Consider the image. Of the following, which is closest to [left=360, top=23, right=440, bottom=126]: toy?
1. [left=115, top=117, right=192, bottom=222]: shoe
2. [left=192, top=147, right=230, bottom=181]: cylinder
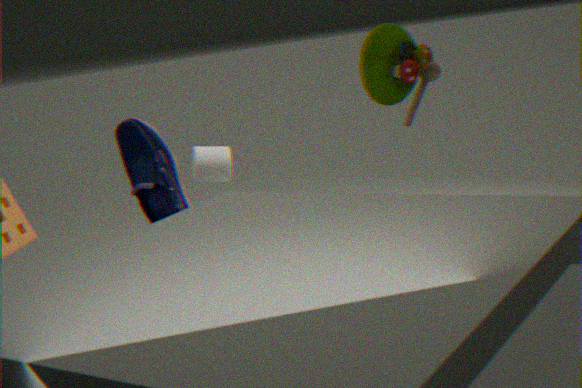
[left=115, top=117, right=192, bottom=222]: shoe
